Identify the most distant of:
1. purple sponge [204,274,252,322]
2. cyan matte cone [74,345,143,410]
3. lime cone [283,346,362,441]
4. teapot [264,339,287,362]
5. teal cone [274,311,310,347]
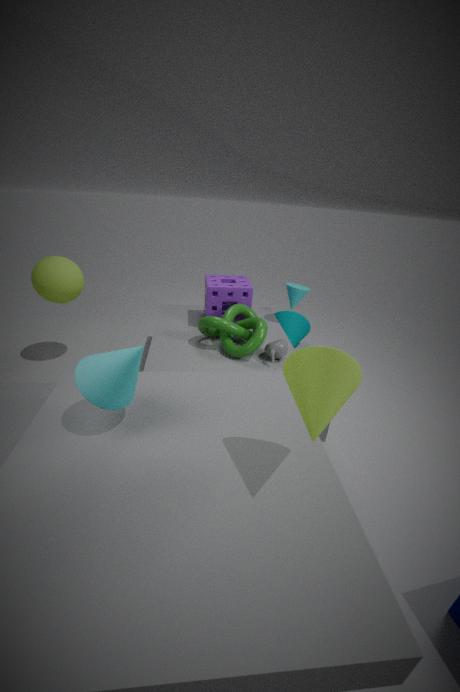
teal cone [274,311,310,347]
